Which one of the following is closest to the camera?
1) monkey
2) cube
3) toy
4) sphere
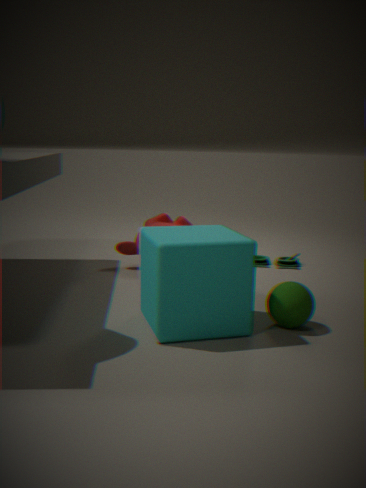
2. cube
